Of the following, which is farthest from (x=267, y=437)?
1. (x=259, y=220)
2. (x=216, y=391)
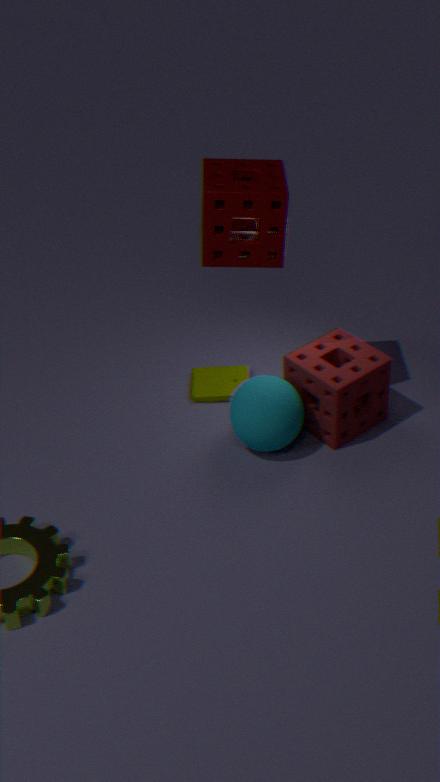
(x=259, y=220)
